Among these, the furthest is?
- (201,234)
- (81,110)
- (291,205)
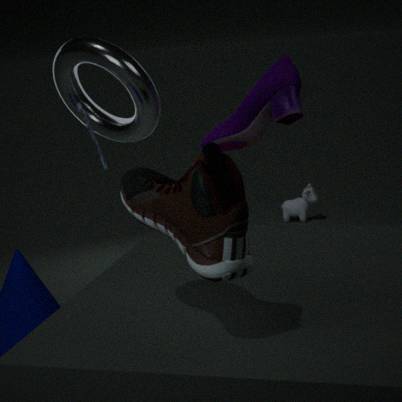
(291,205)
